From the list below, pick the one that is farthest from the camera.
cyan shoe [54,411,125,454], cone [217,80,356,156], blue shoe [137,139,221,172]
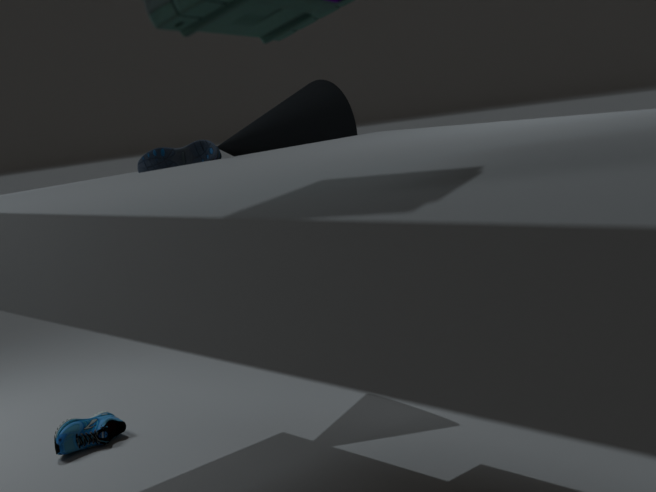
cone [217,80,356,156]
